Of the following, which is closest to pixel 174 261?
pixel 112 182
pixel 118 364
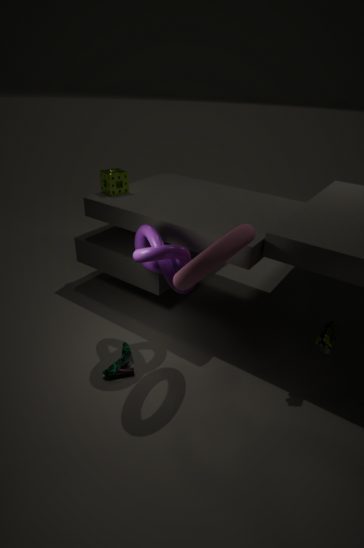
pixel 118 364
